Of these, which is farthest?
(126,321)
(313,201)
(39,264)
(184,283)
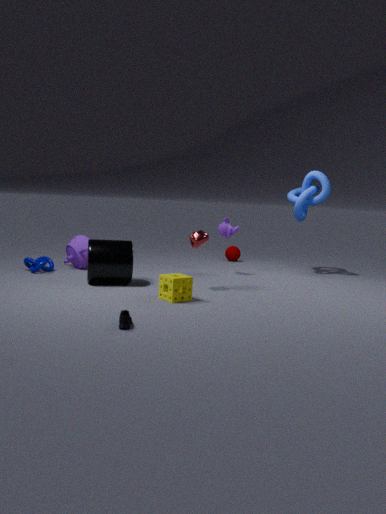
(313,201)
